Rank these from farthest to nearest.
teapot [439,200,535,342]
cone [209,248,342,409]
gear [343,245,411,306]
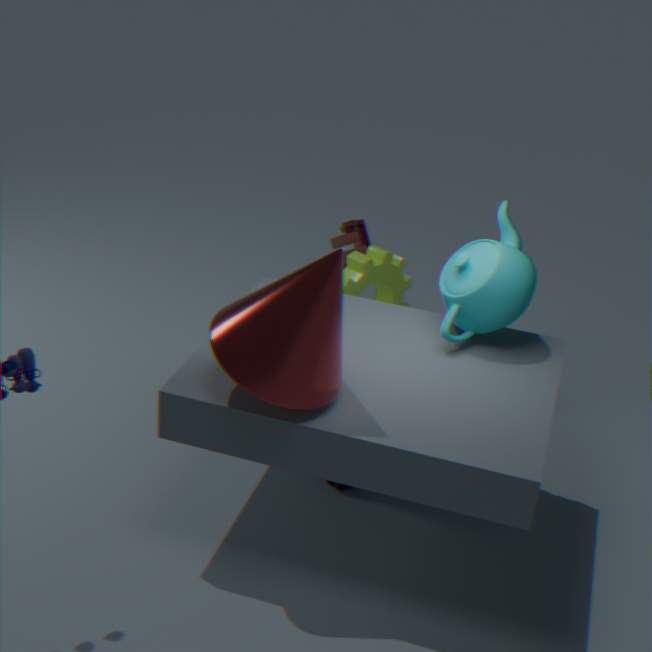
1. gear [343,245,411,306]
2. teapot [439,200,535,342]
3. cone [209,248,342,409]
